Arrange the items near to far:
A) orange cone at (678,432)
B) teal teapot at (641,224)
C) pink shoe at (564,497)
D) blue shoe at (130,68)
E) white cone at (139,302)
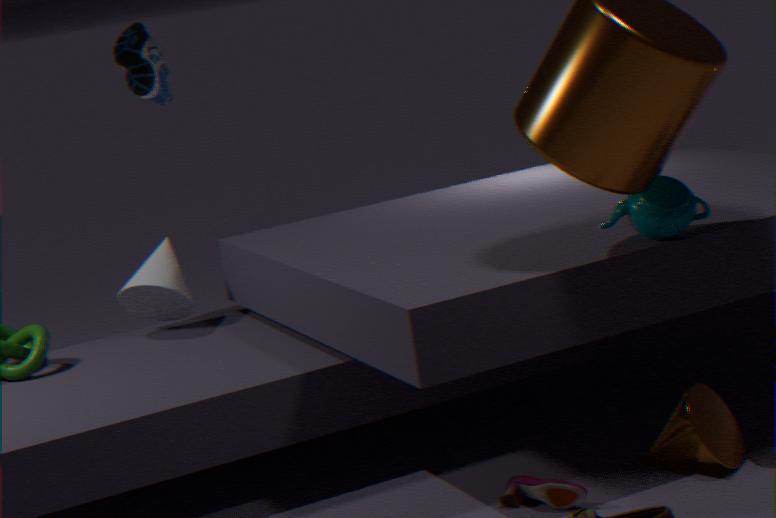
pink shoe at (564,497) → orange cone at (678,432) → teal teapot at (641,224) → white cone at (139,302) → blue shoe at (130,68)
